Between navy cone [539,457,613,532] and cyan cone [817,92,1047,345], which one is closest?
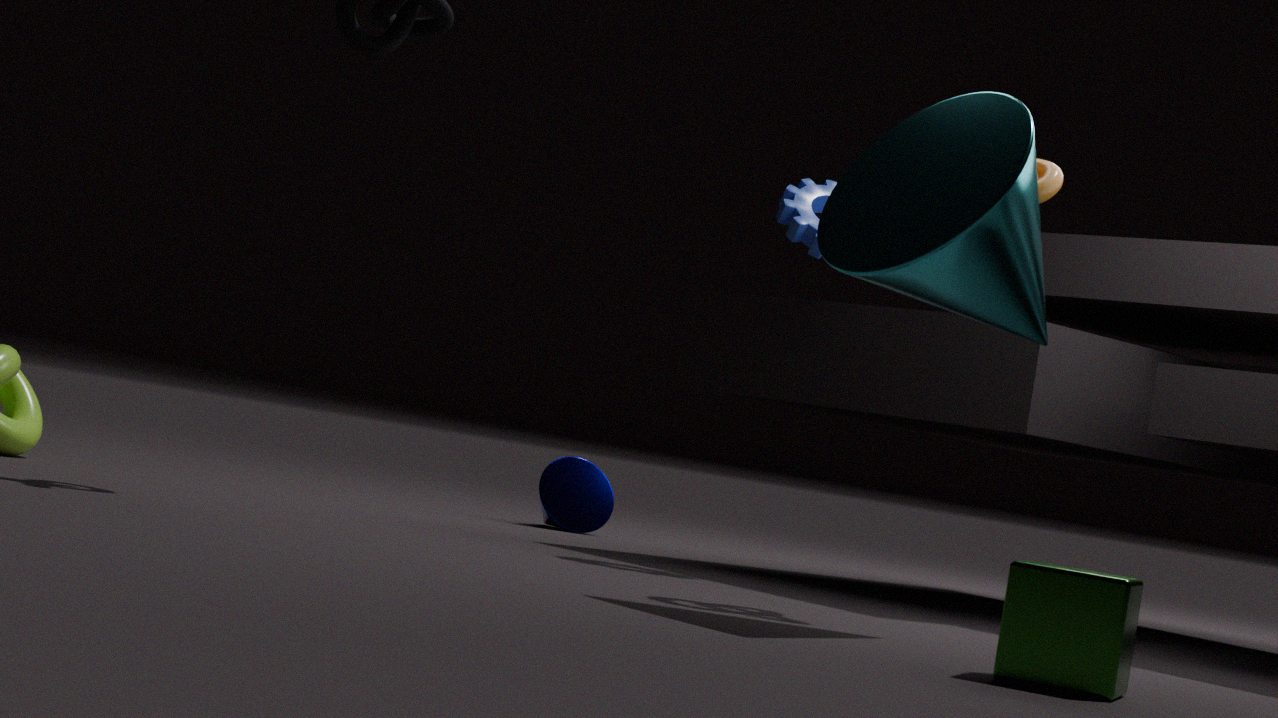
cyan cone [817,92,1047,345]
